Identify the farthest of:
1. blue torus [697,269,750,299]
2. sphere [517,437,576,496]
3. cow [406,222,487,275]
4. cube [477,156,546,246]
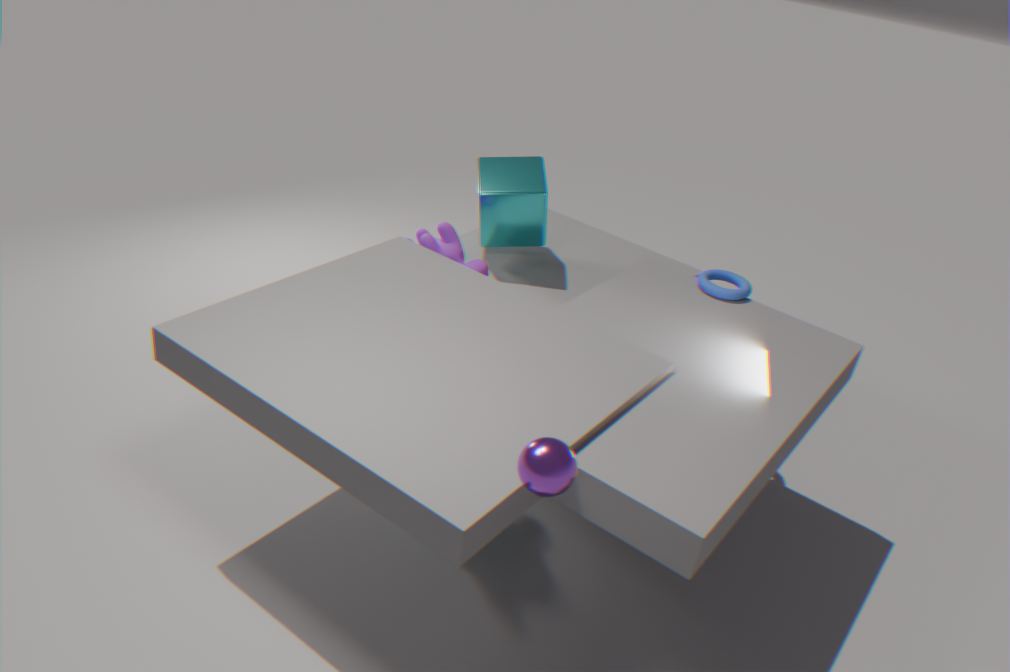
cube [477,156,546,246]
